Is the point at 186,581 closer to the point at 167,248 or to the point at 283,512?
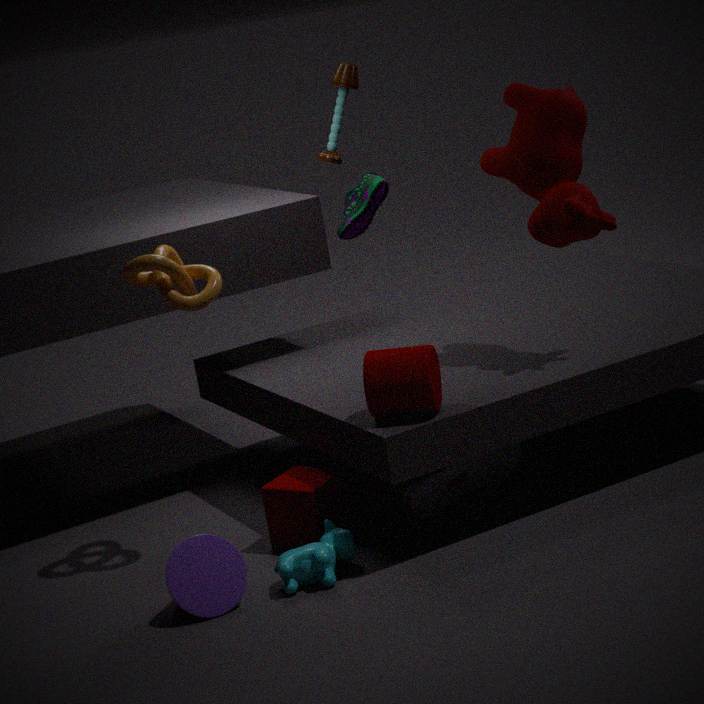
the point at 283,512
